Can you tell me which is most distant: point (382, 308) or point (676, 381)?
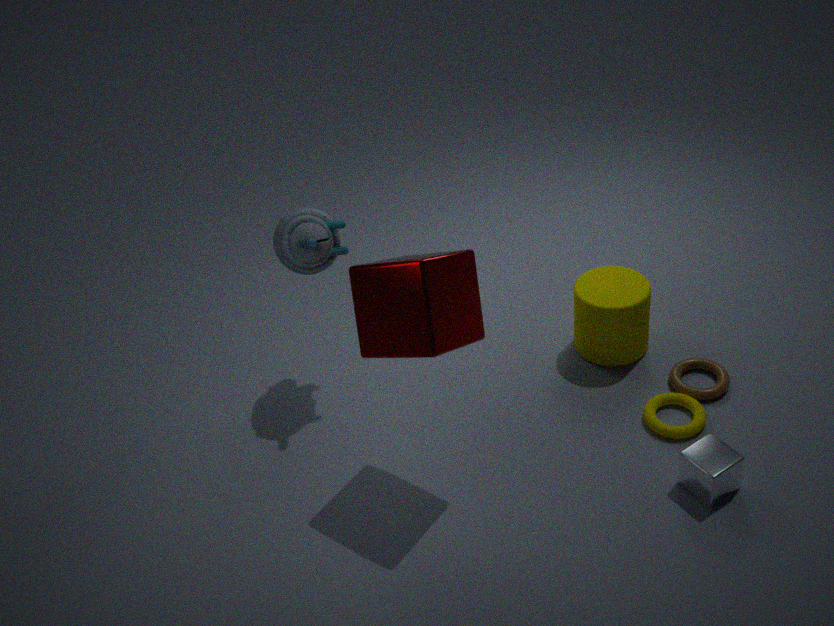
point (676, 381)
